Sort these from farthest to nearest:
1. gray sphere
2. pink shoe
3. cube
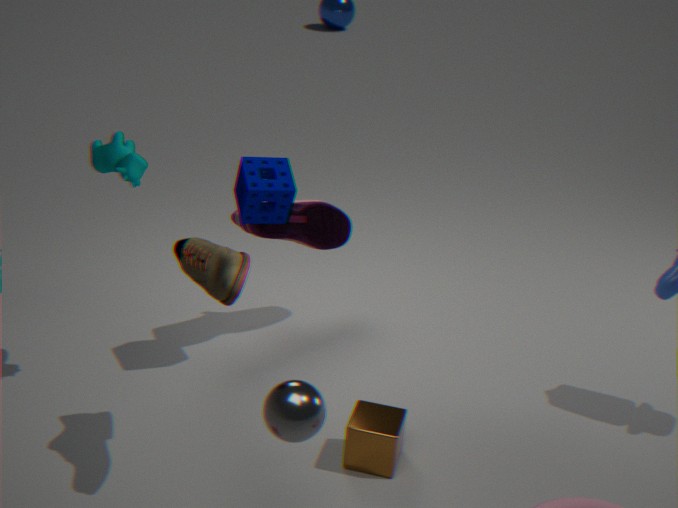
pink shoe, cube, gray sphere
